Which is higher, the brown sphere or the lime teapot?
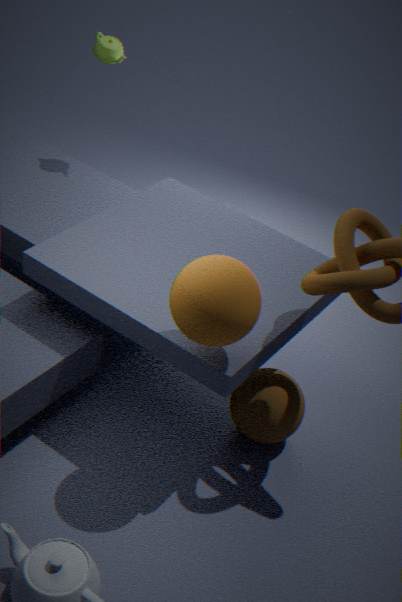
the lime teapot
